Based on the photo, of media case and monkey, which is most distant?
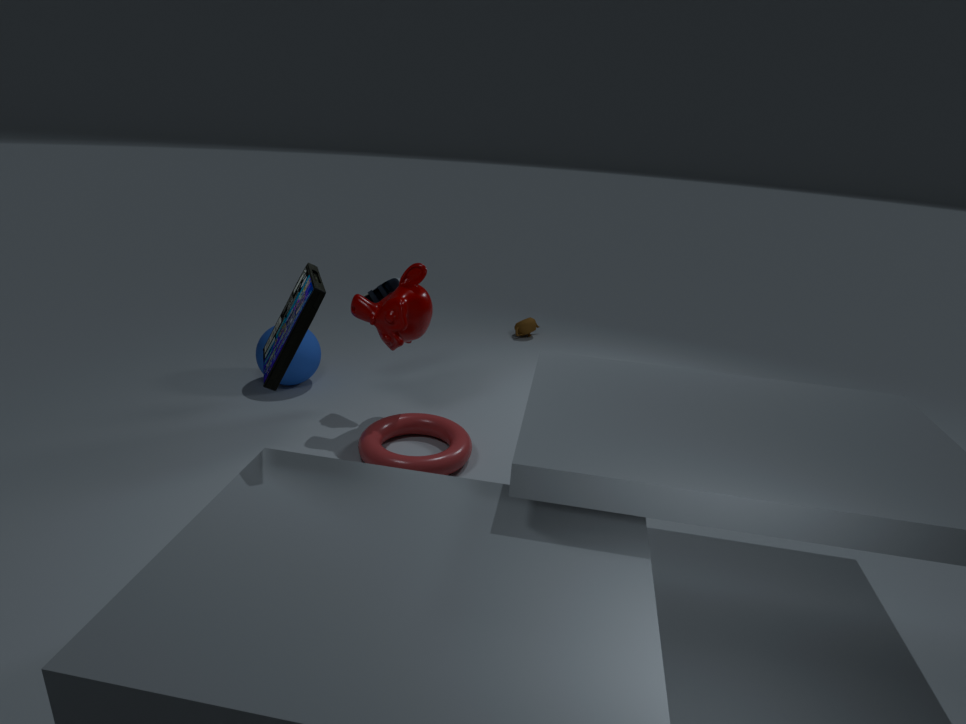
monkey
